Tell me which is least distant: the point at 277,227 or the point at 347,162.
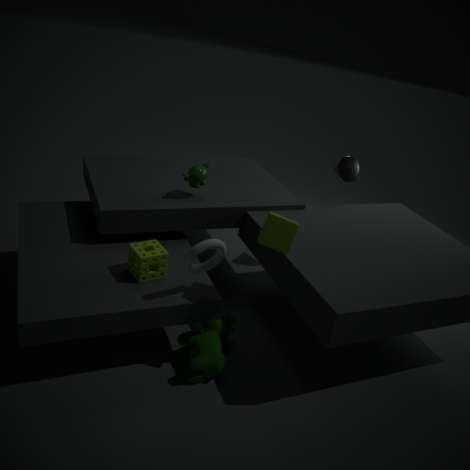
the point at 277,227
